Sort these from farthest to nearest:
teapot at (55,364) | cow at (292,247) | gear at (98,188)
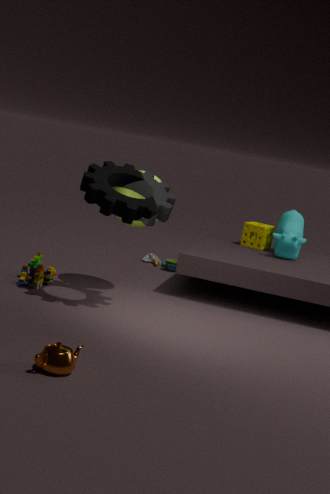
cow at (292,247)
gear at (98,188)
teapot at (55,364)
